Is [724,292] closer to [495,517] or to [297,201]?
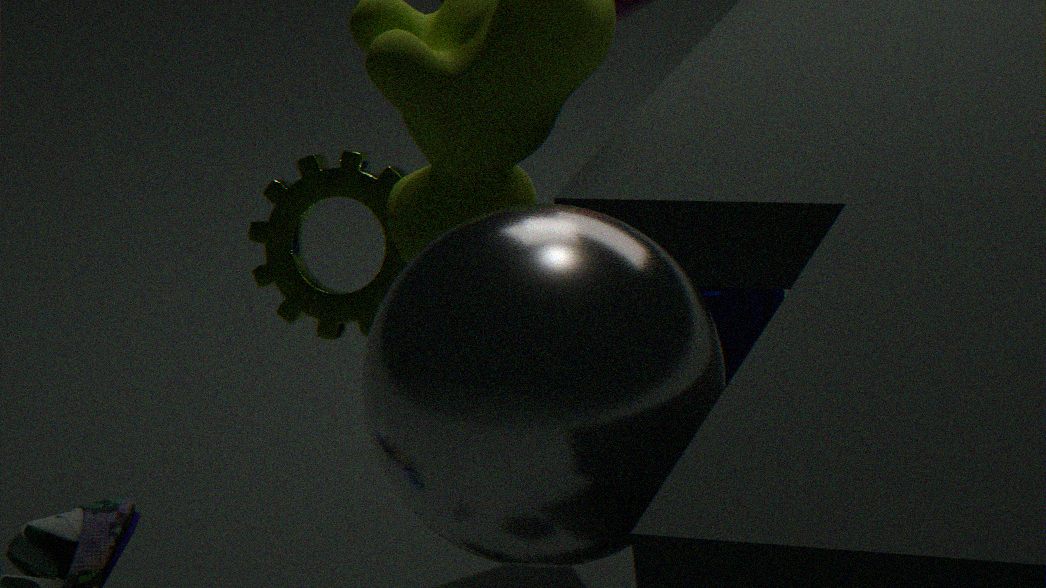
[297,201]
